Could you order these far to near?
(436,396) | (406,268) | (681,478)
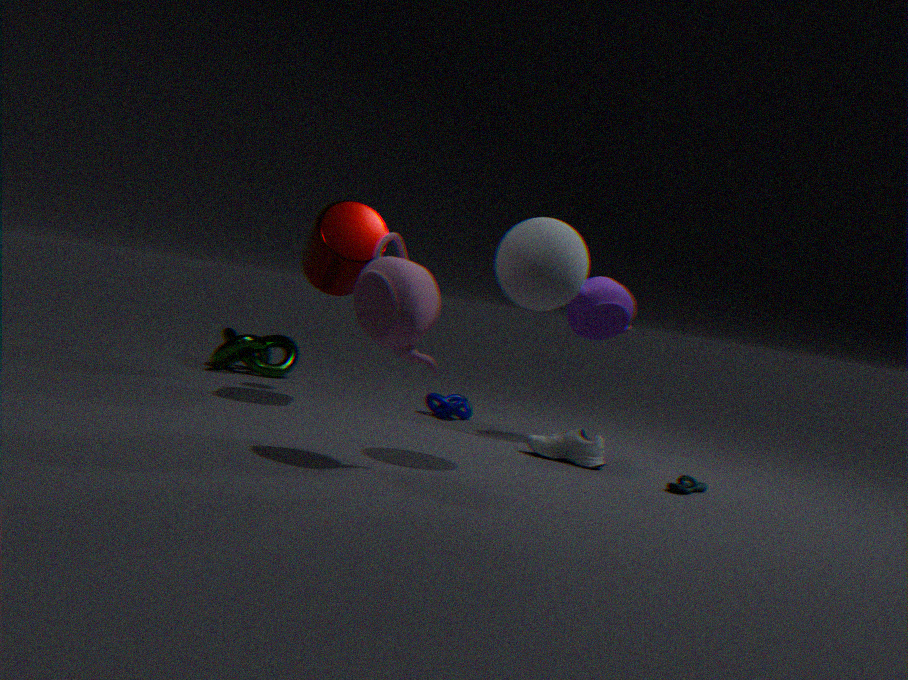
(436,396), (681,478), (406,268)
